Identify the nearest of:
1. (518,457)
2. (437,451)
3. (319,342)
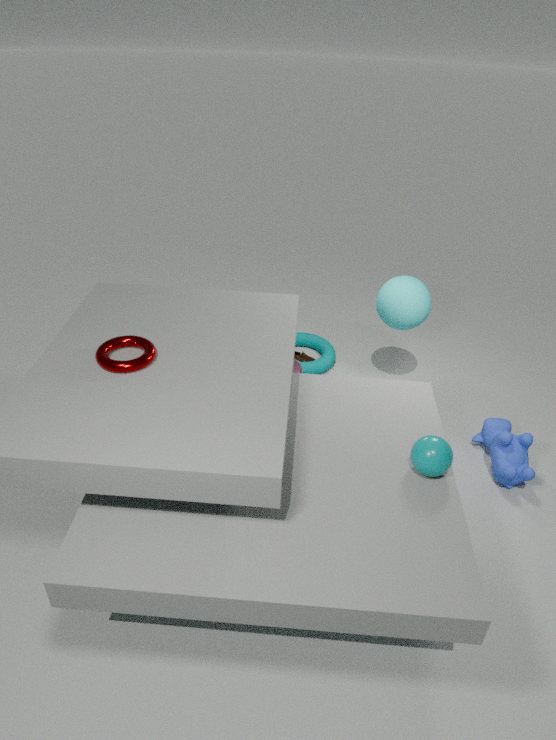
(437,451)
